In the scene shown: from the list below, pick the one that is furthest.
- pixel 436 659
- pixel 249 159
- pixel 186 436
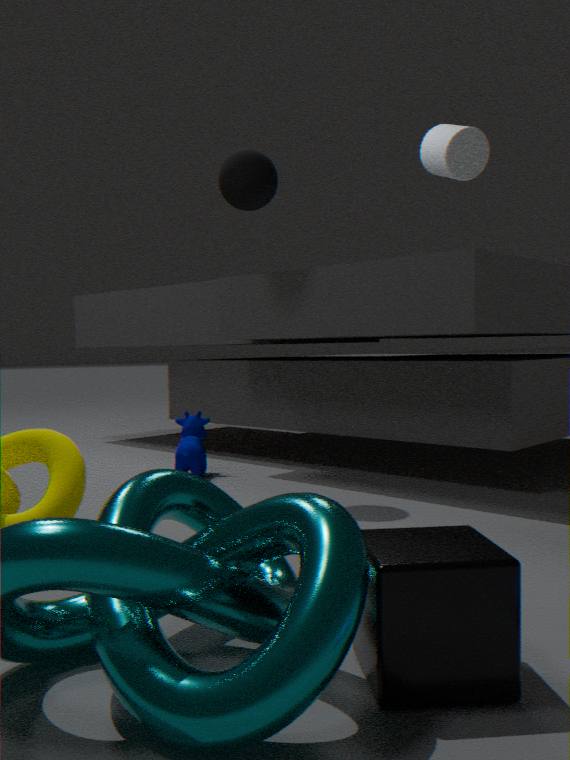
pixel 186 436
